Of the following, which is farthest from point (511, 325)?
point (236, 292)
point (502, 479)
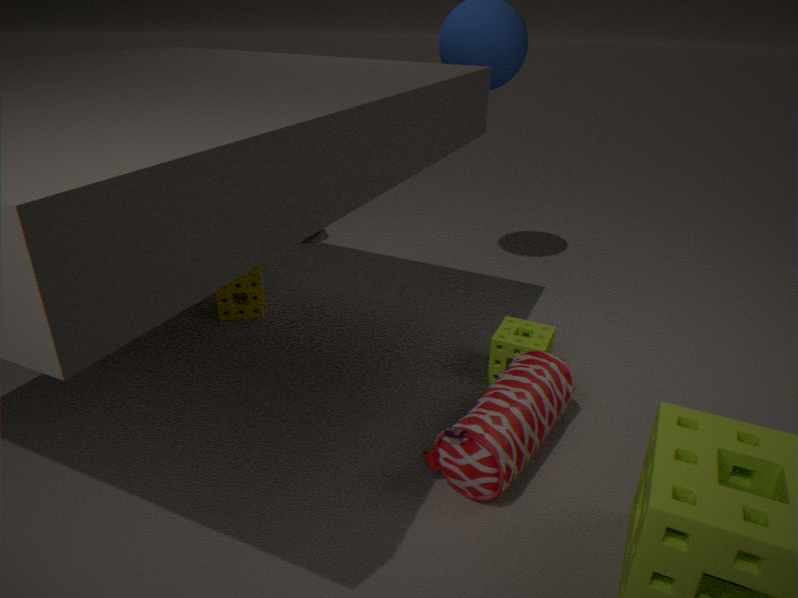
point (236, 292)
